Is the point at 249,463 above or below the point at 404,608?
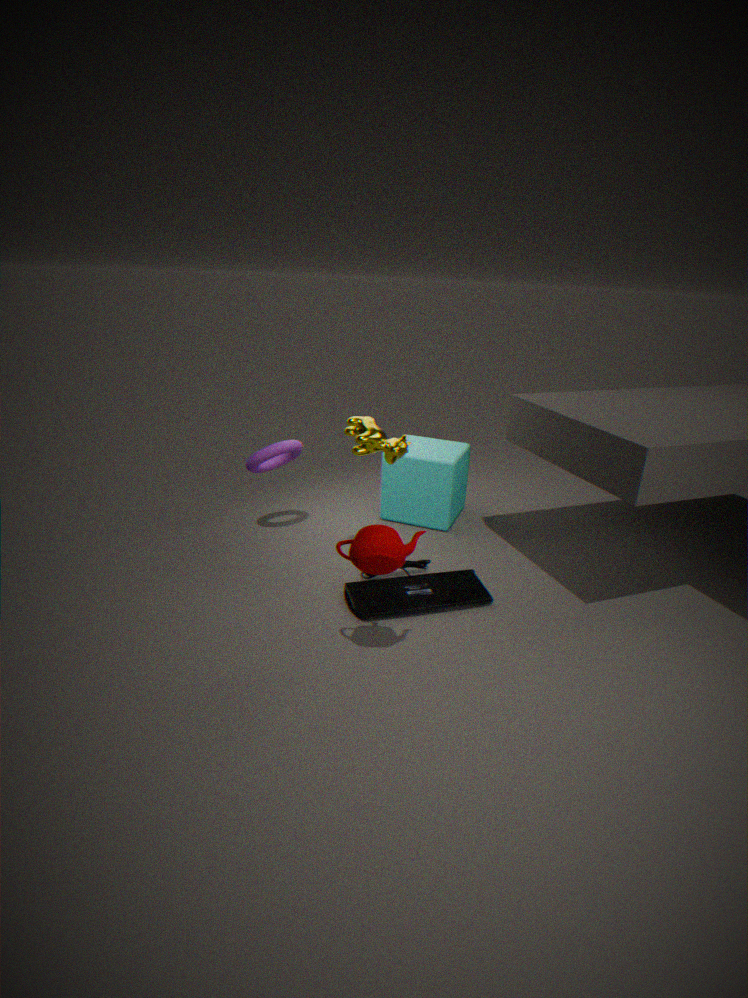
above
